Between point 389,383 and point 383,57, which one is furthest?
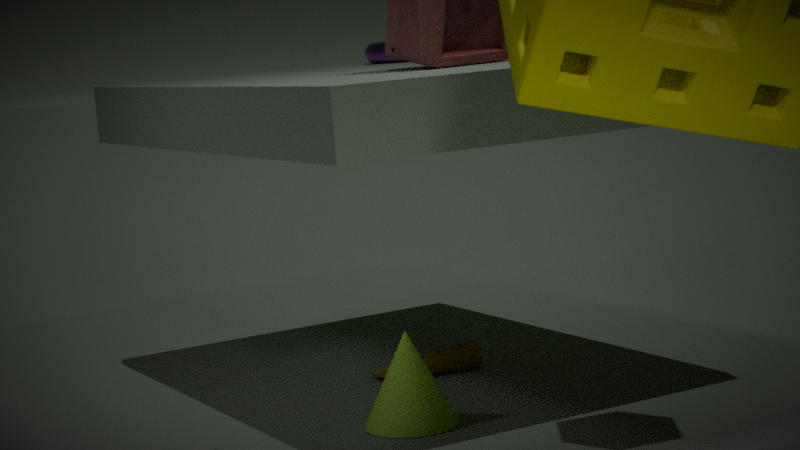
point 383,57
